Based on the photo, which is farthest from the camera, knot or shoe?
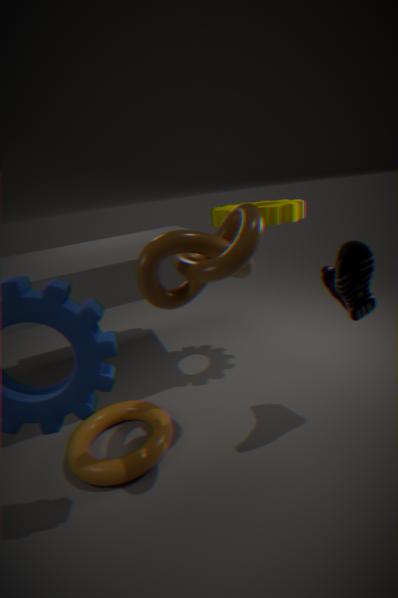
shoe
